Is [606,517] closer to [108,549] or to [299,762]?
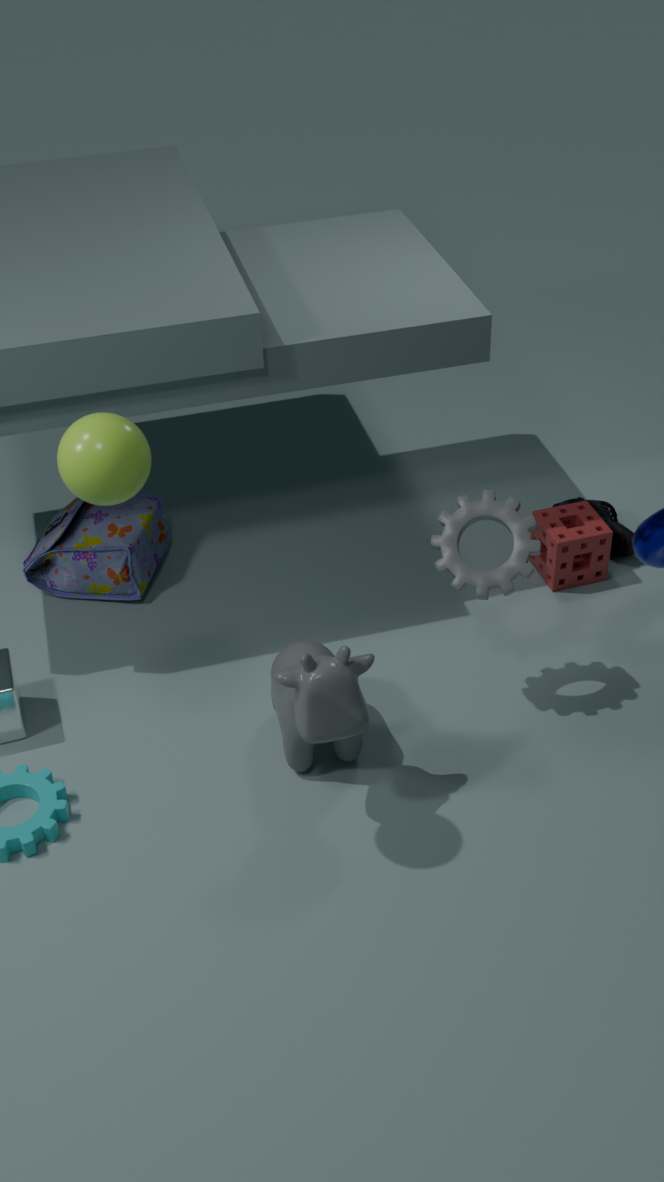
[299,762]
